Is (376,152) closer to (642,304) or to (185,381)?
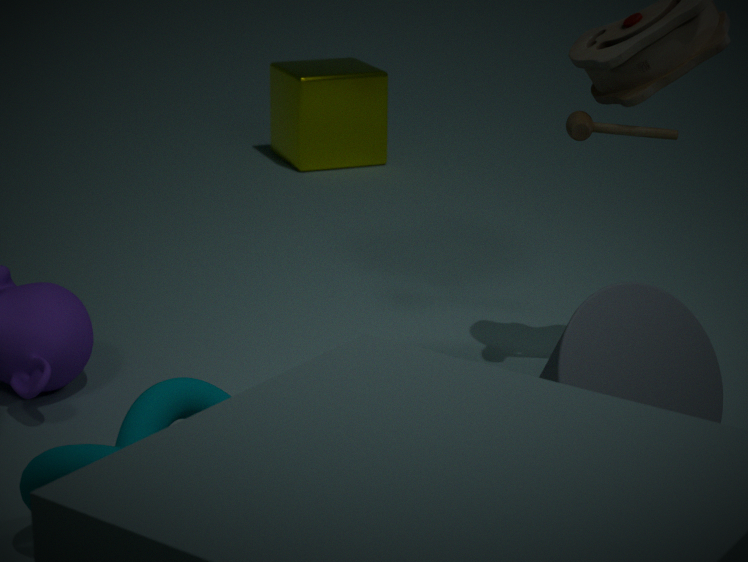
(642,304)
